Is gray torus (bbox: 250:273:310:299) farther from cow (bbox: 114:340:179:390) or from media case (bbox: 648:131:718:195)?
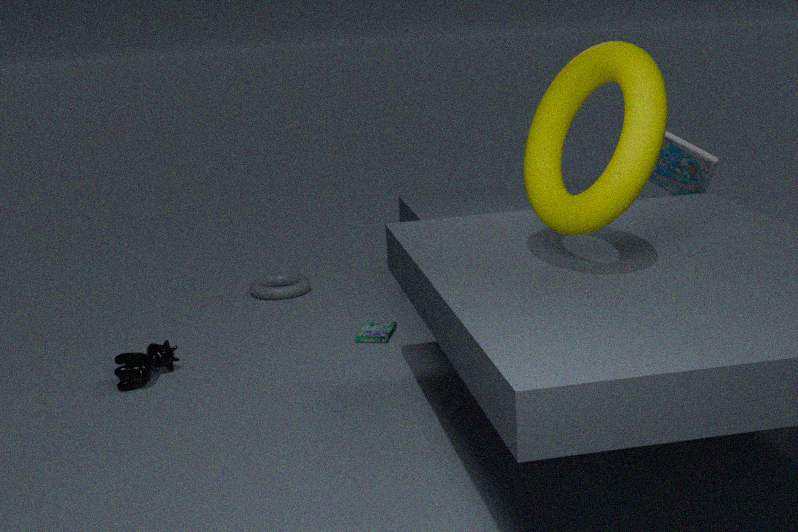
media case (bbox: 648:131:718:195)
